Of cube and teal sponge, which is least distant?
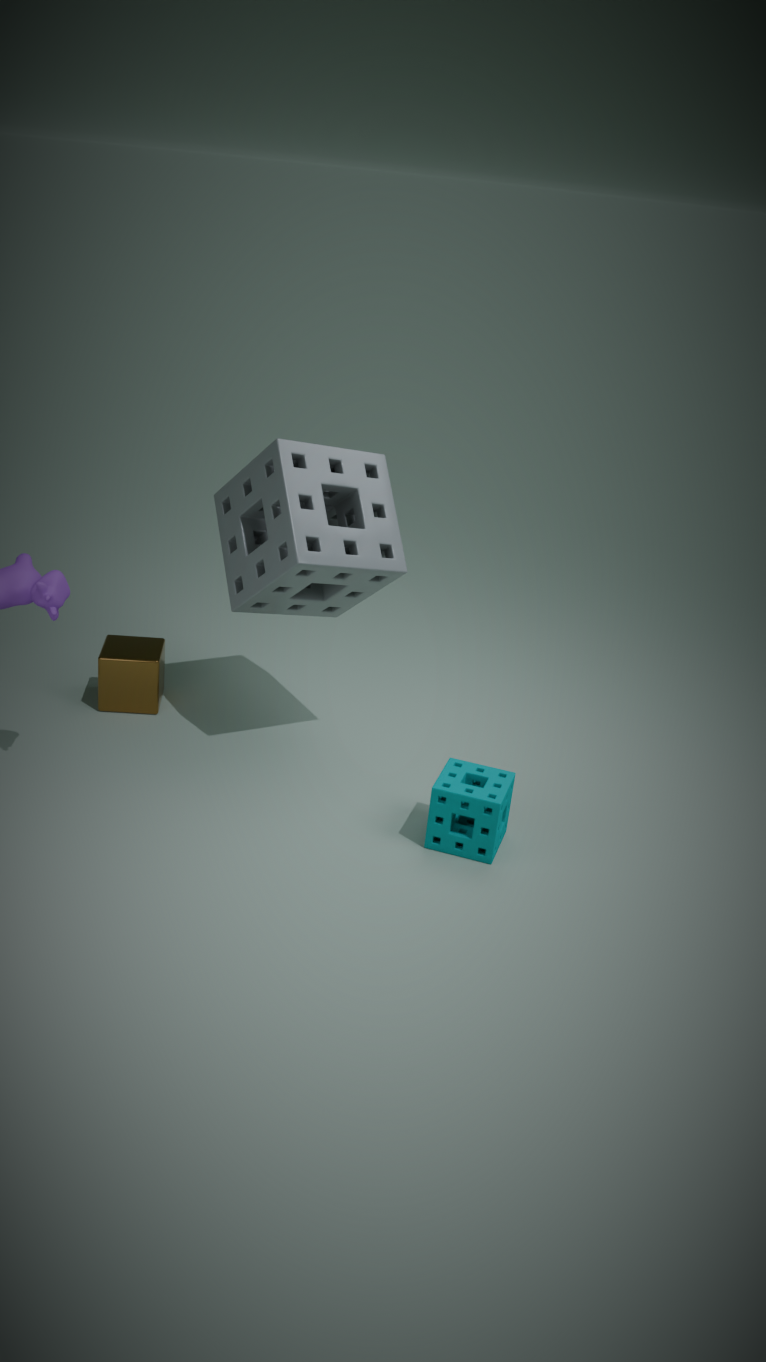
teal sponge
